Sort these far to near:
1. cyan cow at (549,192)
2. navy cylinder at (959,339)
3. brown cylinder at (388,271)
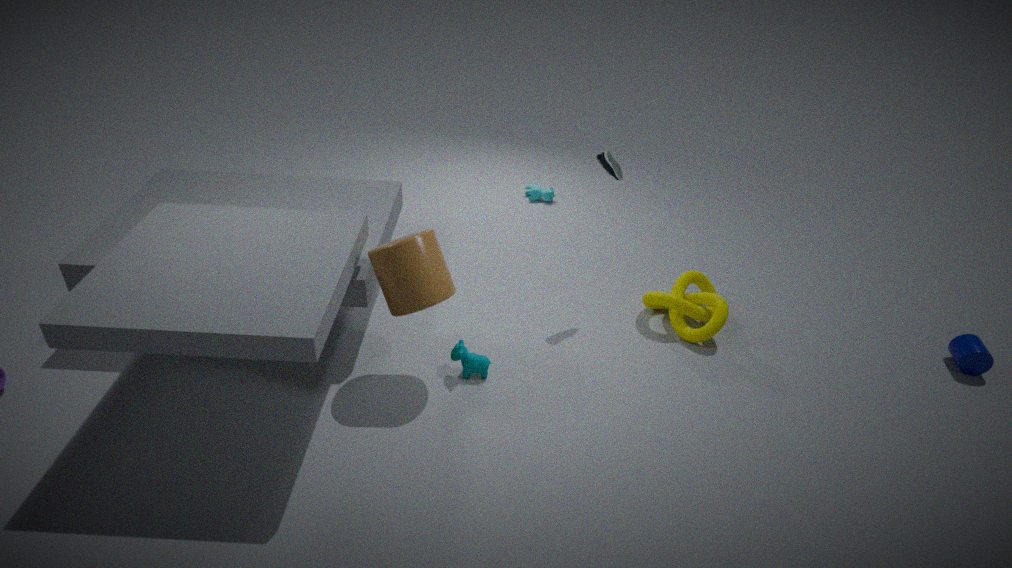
cyan cow at (549,192) → navy cylinder at (959,339) → brown cylinder at (388,271)
